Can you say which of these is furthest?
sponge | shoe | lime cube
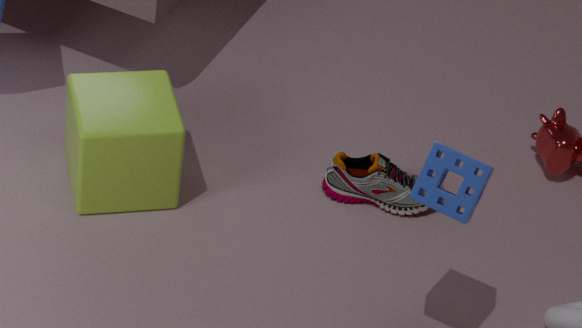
shoe
